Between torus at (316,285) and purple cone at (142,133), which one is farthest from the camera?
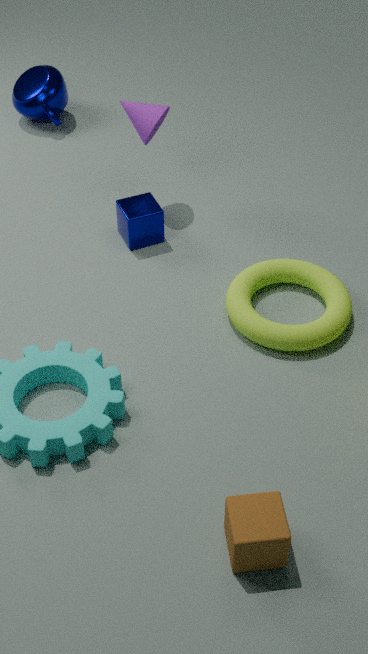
purple cone at (142,133)
